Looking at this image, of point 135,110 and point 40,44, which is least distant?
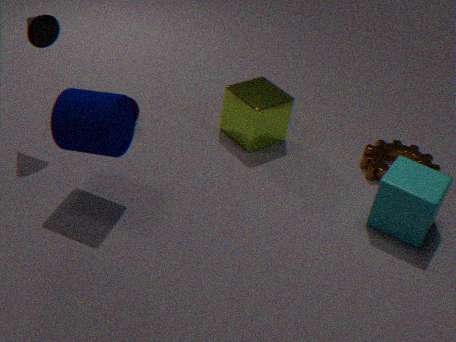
point 40,44
